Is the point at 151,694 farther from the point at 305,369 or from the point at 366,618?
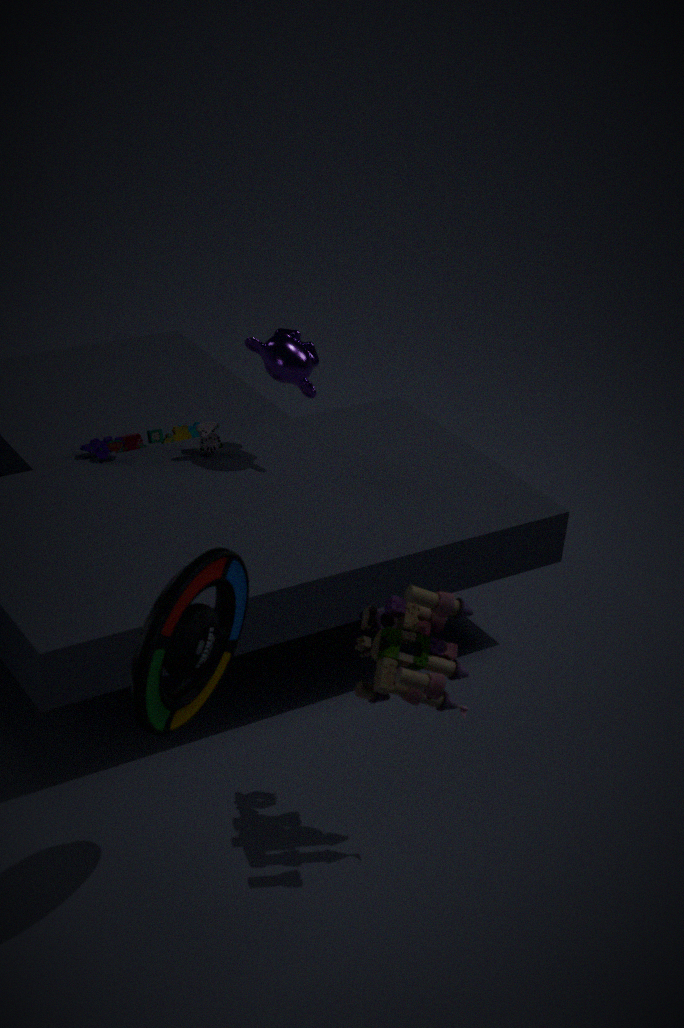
the point at 305,369
